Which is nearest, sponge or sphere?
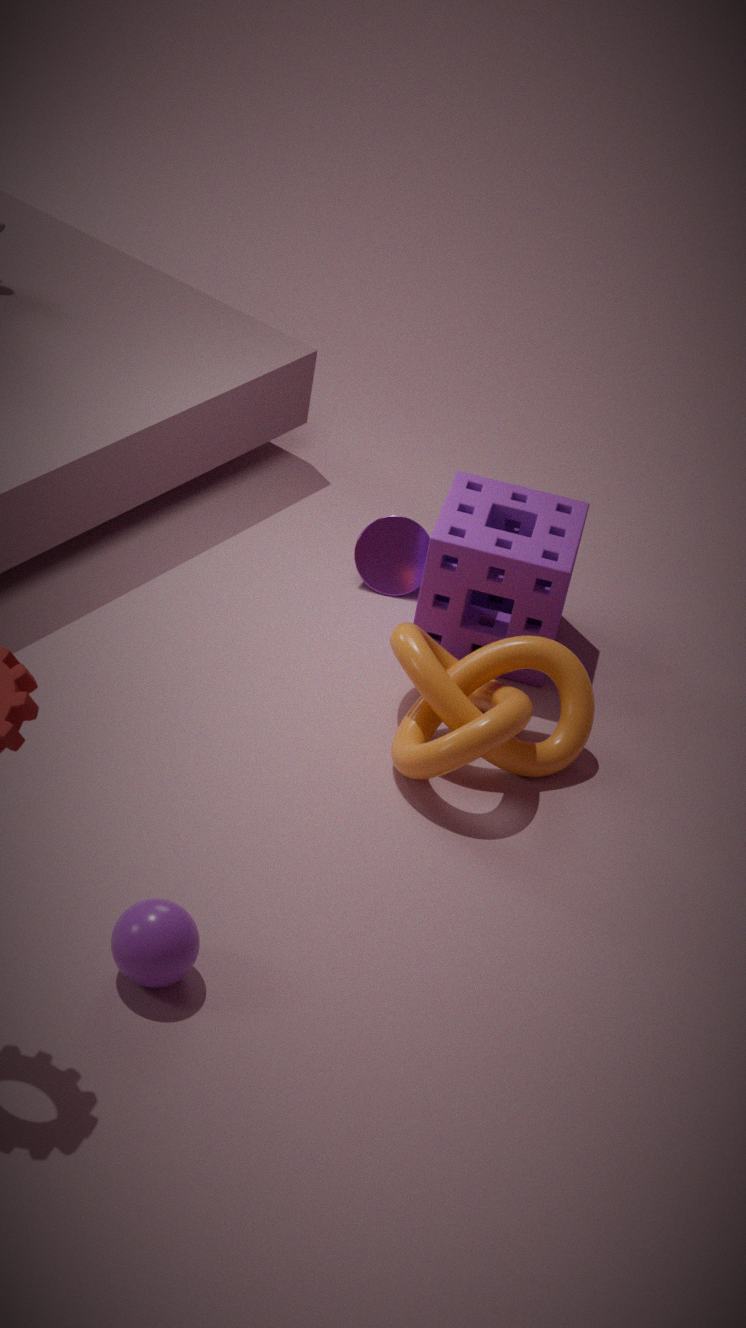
sphere
